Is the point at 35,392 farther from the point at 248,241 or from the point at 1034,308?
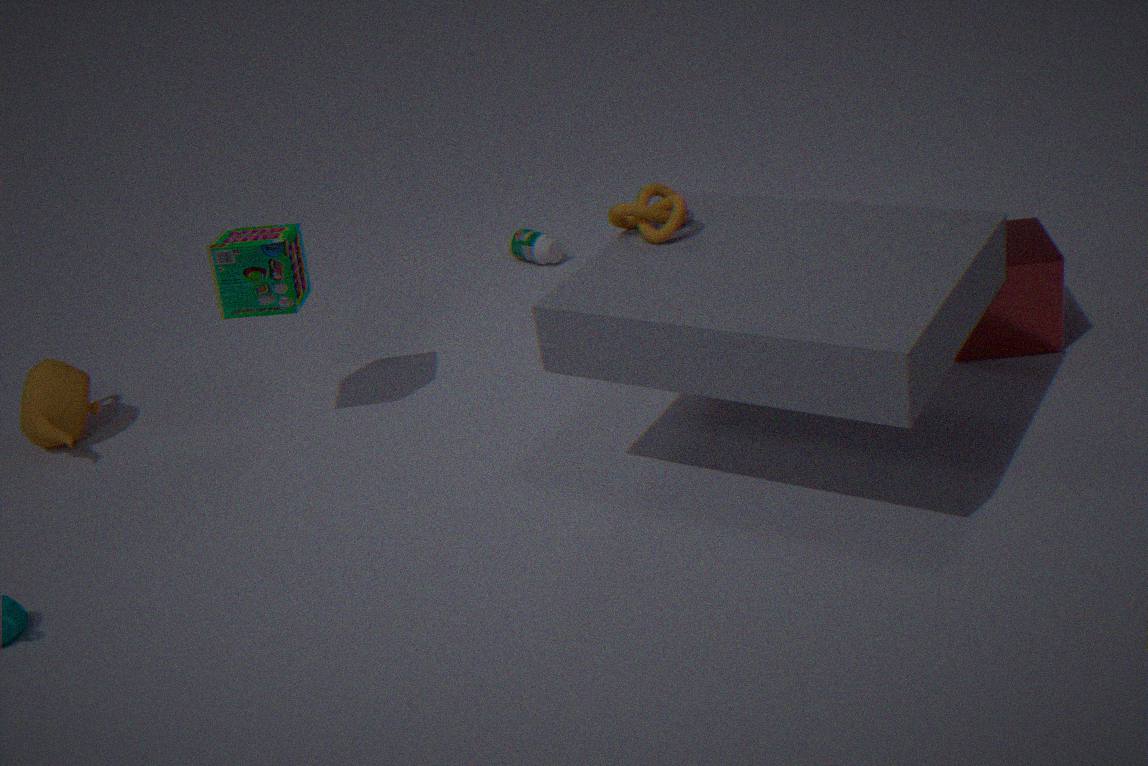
the point at 1034,308
